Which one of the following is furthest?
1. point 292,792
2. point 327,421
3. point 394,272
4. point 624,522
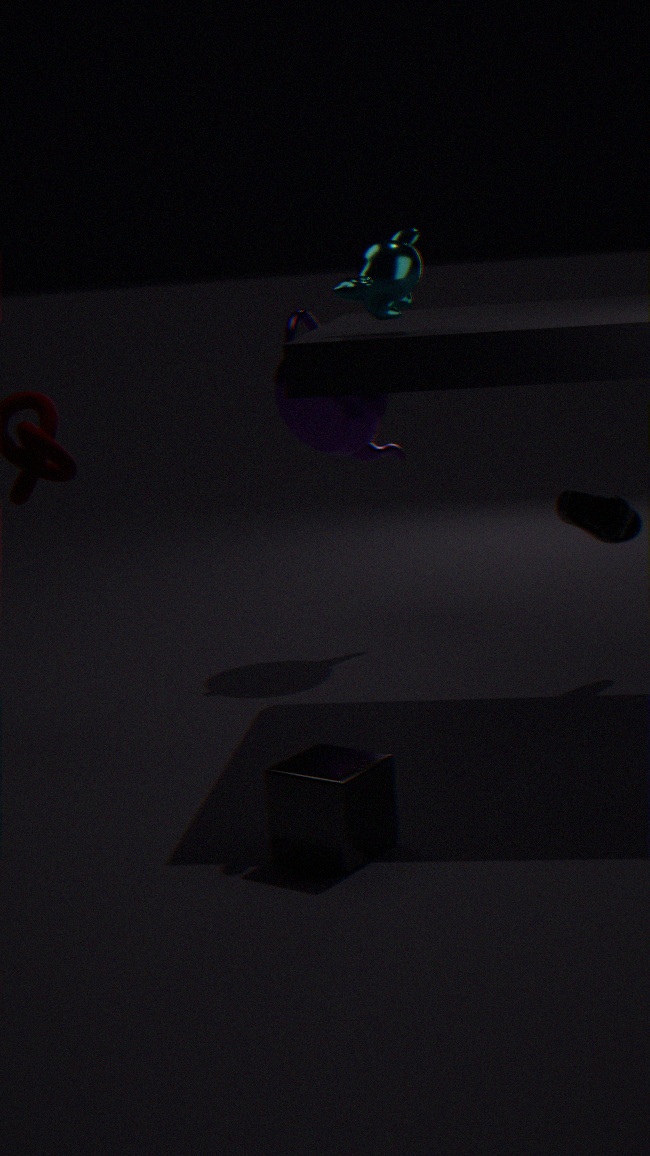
point 327,421
